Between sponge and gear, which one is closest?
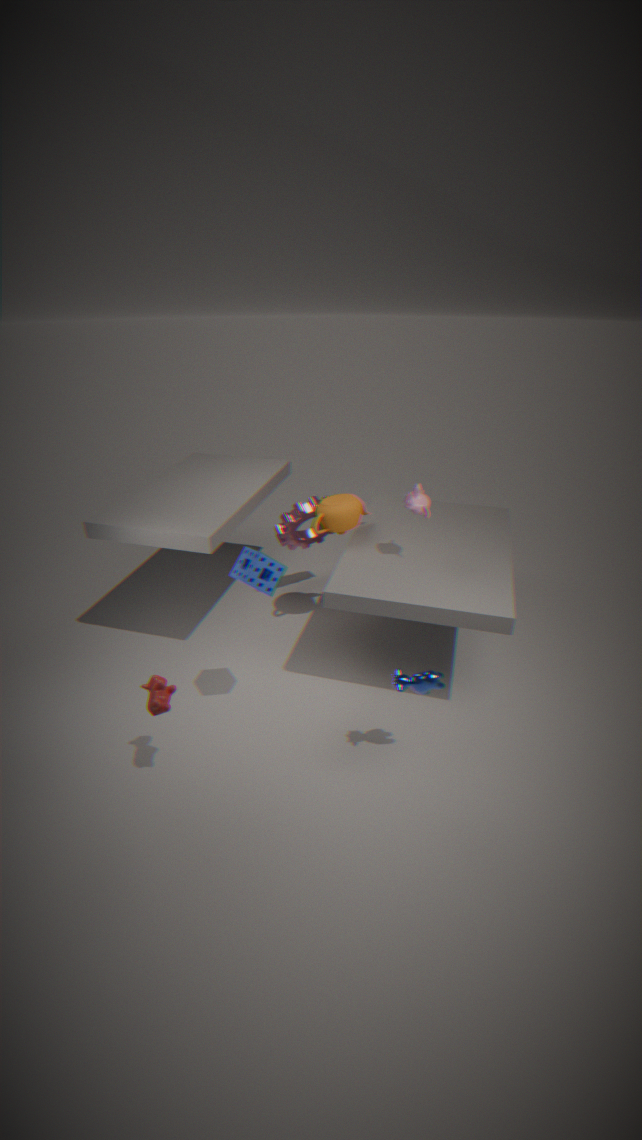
sponge
